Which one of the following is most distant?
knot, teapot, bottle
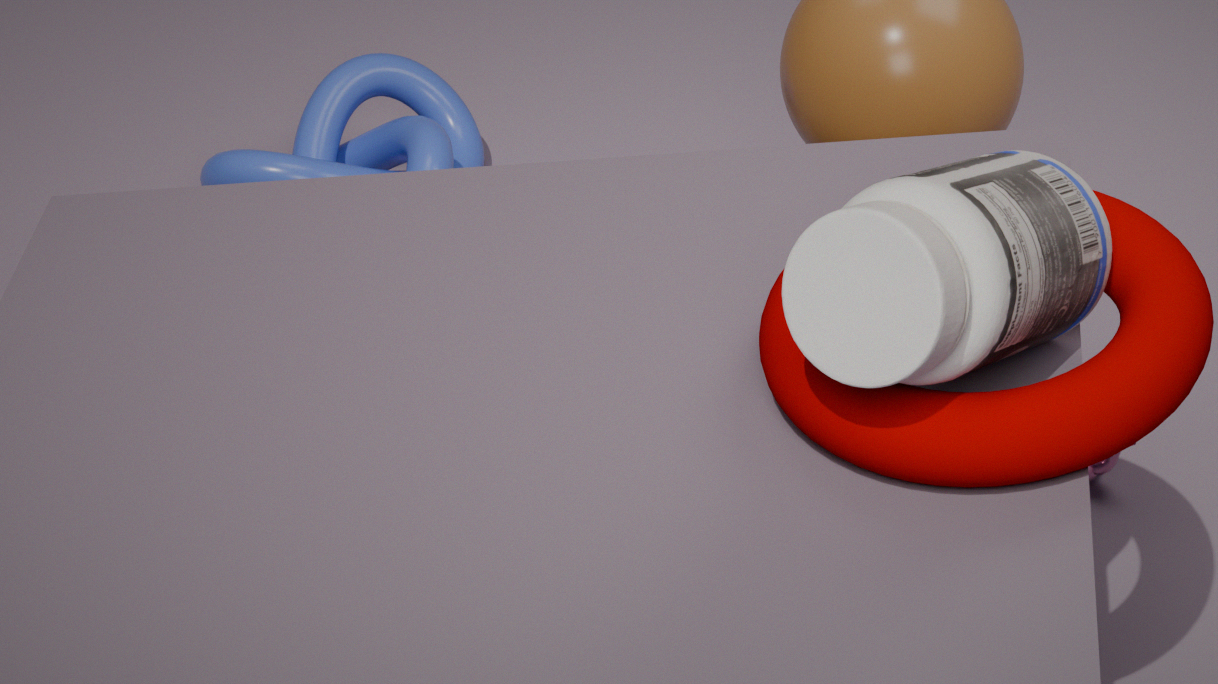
knot
